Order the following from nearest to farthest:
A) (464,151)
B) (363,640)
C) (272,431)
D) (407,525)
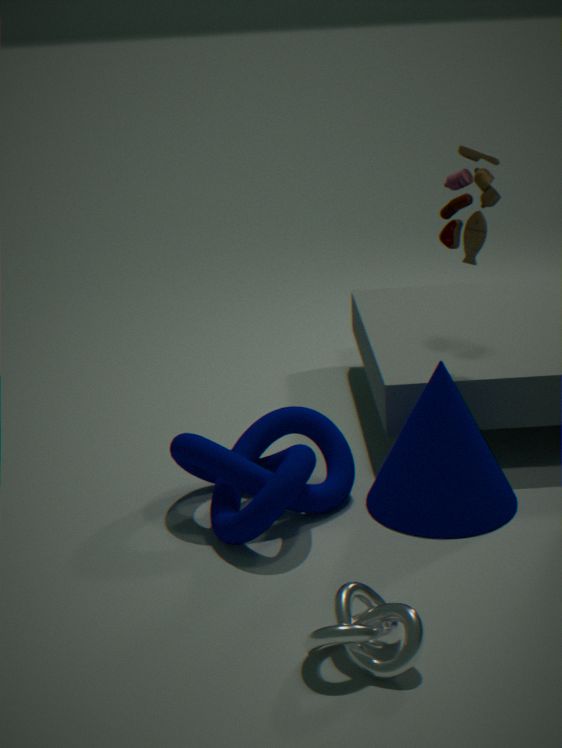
(363,640) < (407,525) < (272,431) < (464,151)
